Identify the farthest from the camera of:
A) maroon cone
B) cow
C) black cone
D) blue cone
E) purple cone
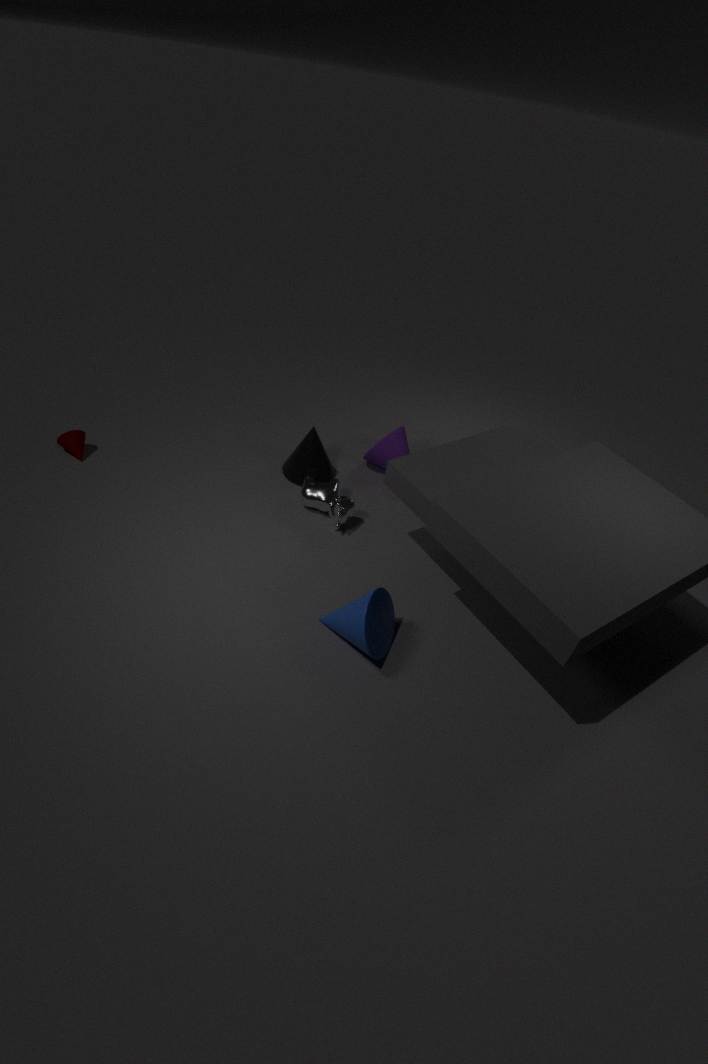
purple cone
